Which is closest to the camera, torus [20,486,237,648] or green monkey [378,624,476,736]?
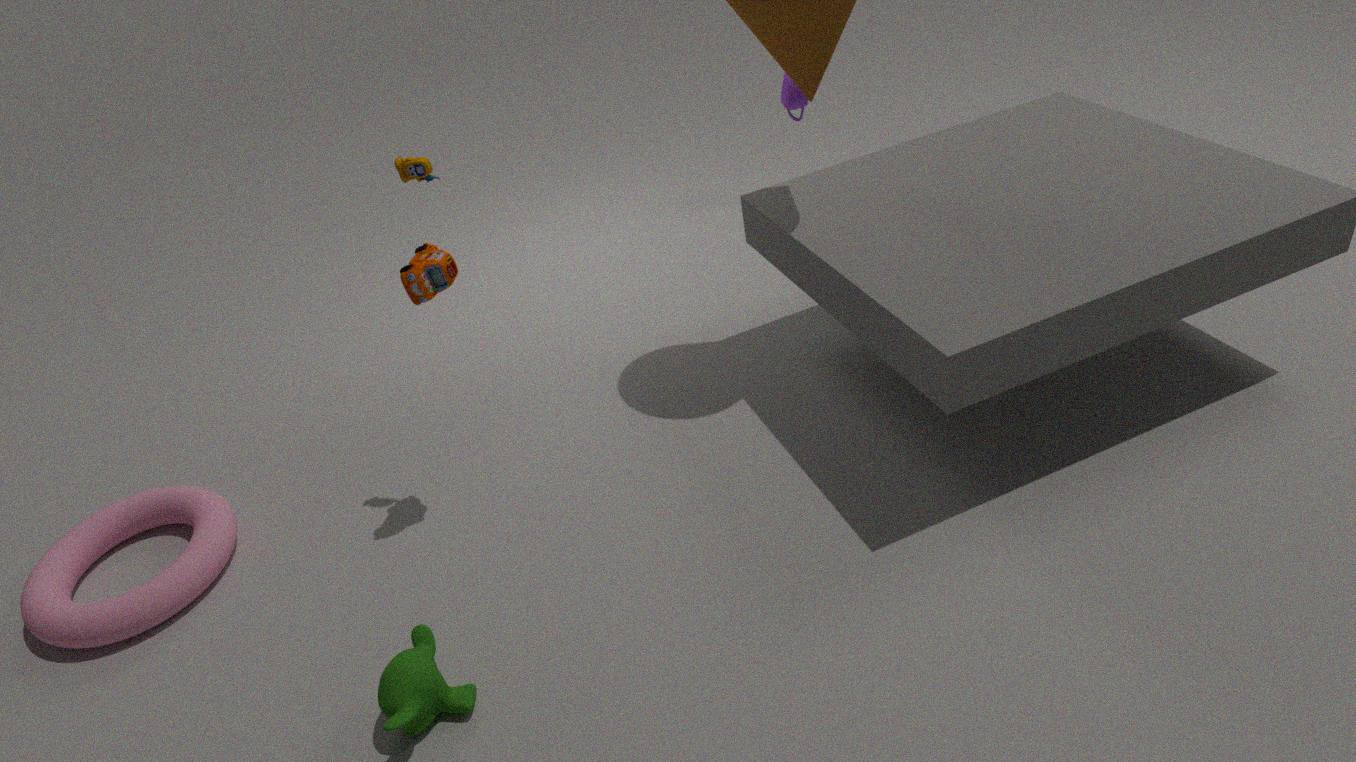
green monkey [378,624,476,736]
